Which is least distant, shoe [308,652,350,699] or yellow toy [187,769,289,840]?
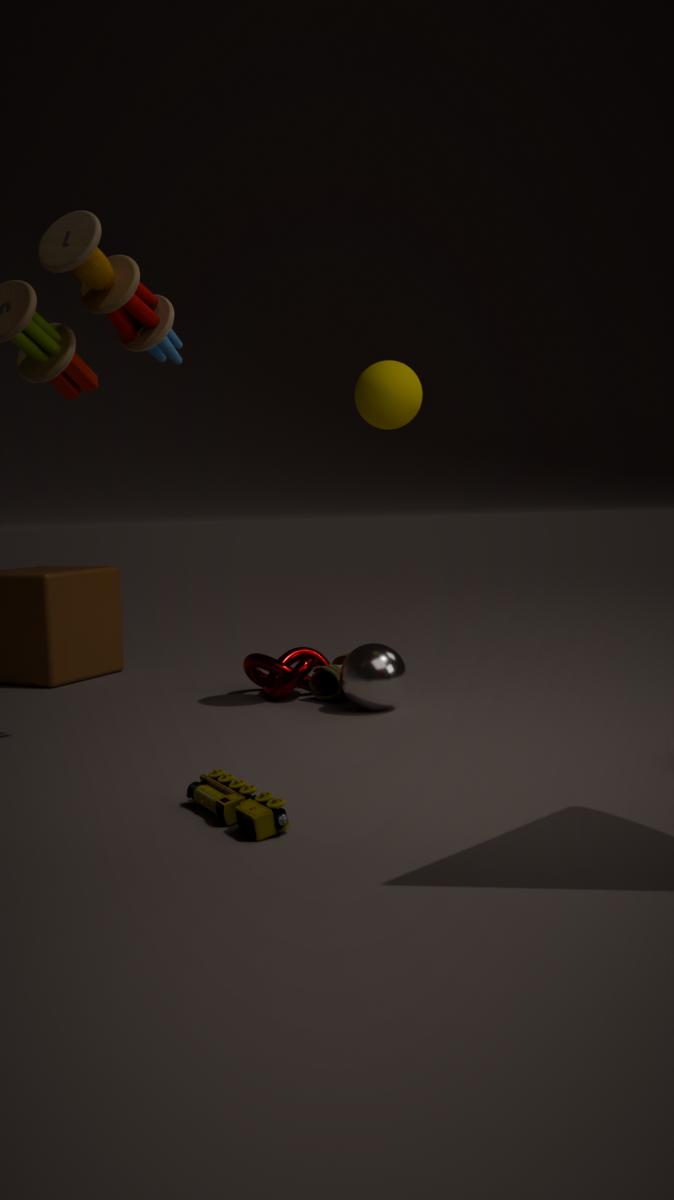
yellow toy [187,769,289,840]
